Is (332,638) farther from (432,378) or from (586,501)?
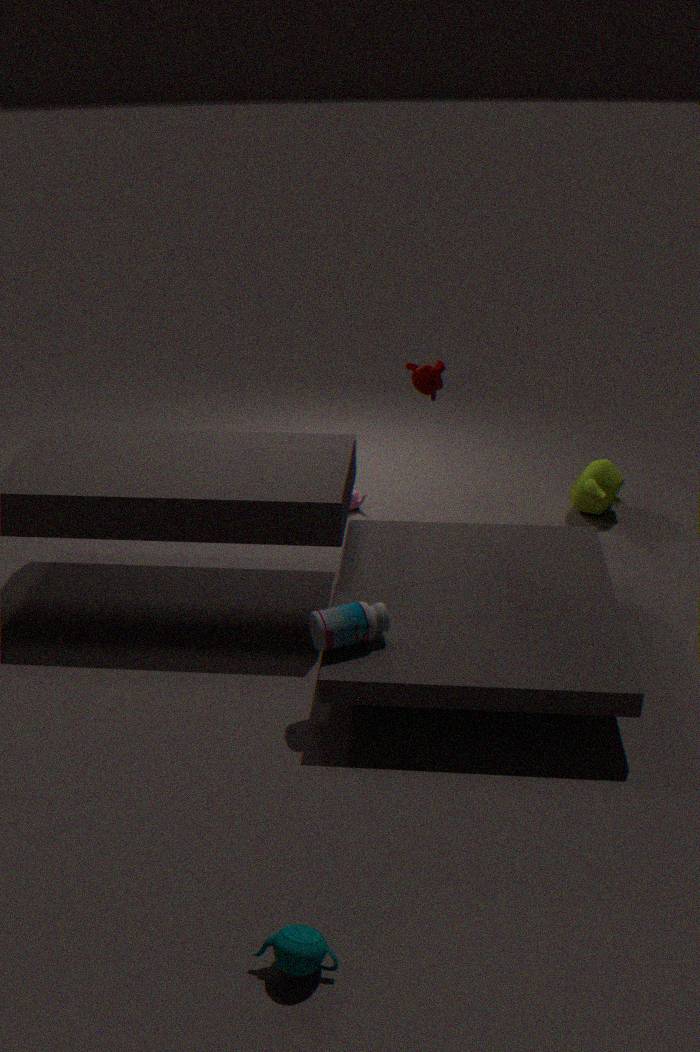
(586,501)
